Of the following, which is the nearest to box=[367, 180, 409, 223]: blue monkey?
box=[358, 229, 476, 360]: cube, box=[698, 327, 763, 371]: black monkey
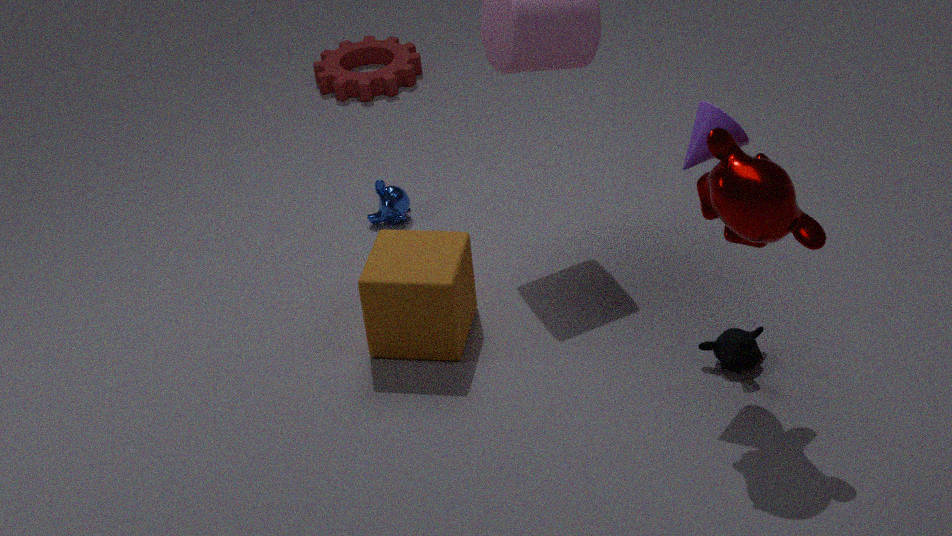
box=[358, 229, 476, 360]: cube
